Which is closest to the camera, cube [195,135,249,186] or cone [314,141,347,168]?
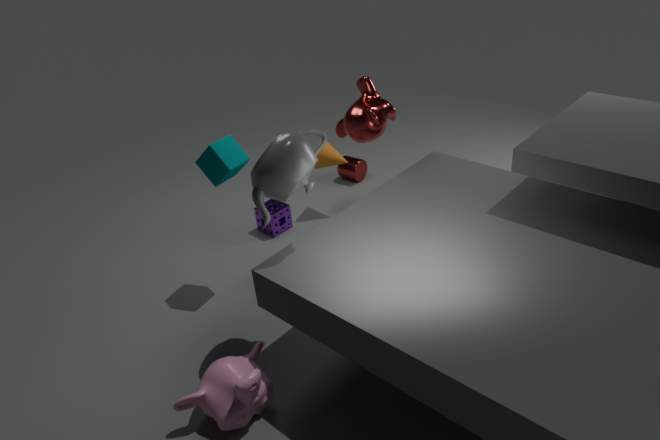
cube [195,135,249,186]
